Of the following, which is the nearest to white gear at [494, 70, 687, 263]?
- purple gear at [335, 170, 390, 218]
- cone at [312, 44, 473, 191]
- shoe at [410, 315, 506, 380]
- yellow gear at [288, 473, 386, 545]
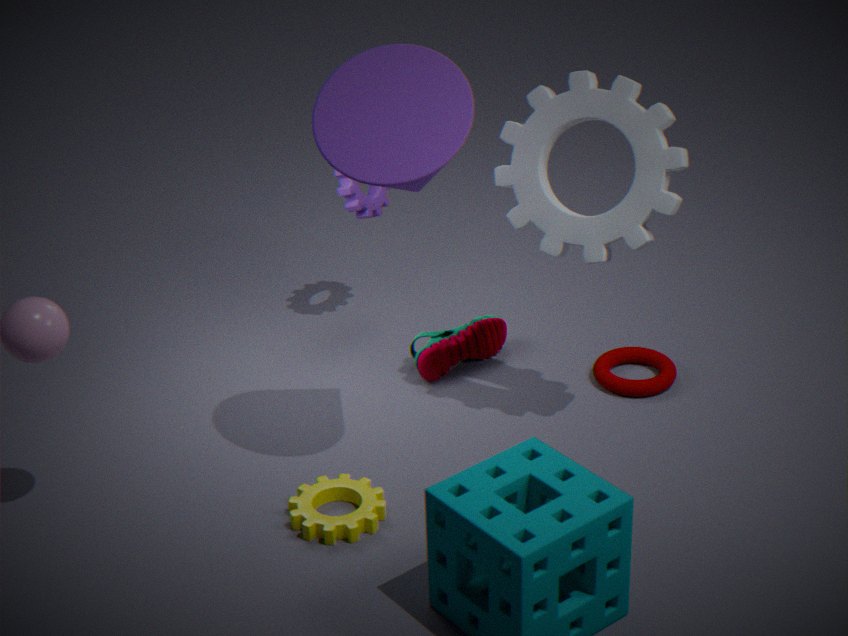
cone at [312, 44, 473, 191]
